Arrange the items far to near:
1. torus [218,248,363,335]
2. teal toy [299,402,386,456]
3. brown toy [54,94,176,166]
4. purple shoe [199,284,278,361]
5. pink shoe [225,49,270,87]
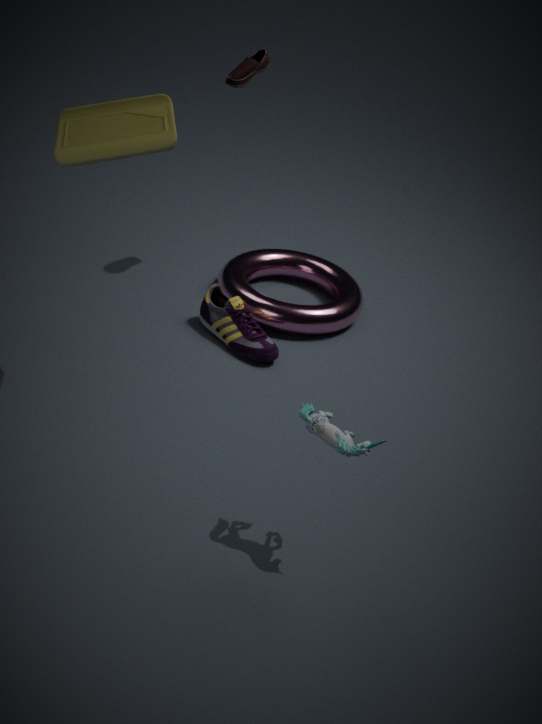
torus [218,248,363,335] → pink shoe [225,49,270,87] → purple shoe [199,284,278,361] → brown toy [54,94,176,166] → teal toy [299,402,386,456]
